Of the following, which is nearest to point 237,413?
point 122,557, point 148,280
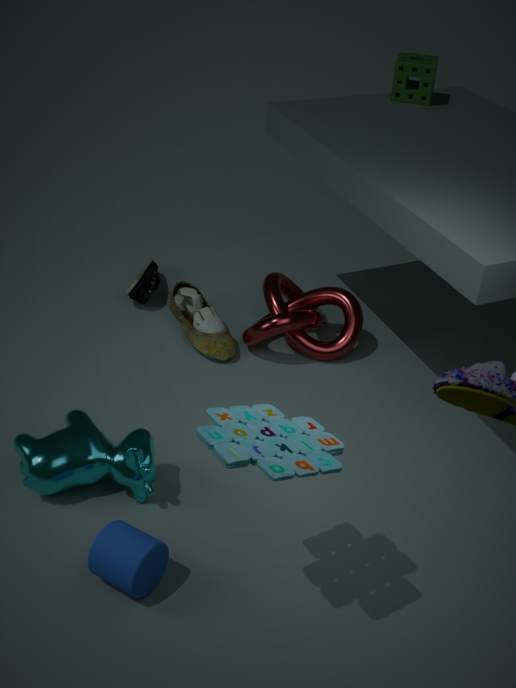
point 122,557
